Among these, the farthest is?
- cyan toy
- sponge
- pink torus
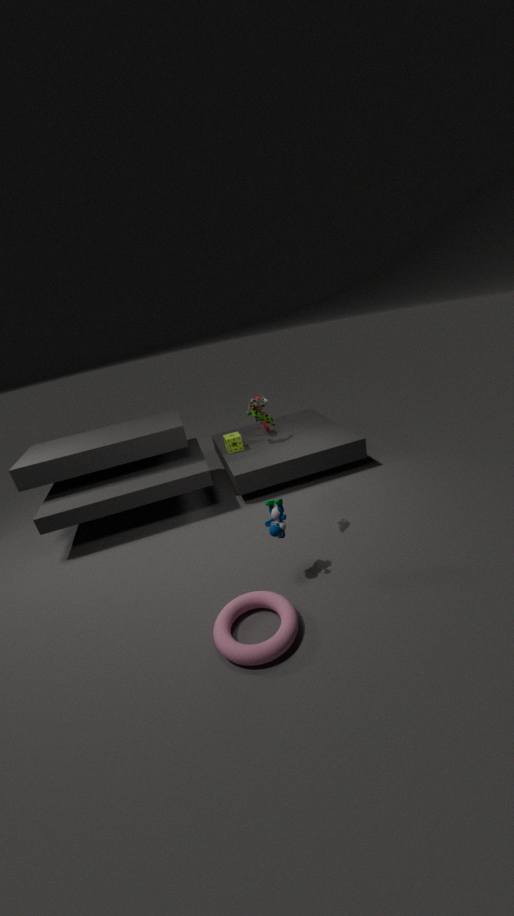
sponge
